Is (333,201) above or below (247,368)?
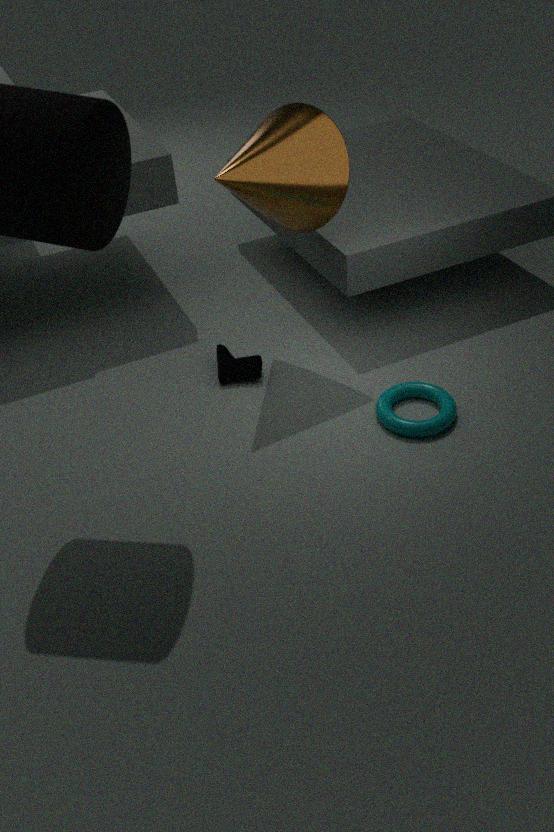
above
